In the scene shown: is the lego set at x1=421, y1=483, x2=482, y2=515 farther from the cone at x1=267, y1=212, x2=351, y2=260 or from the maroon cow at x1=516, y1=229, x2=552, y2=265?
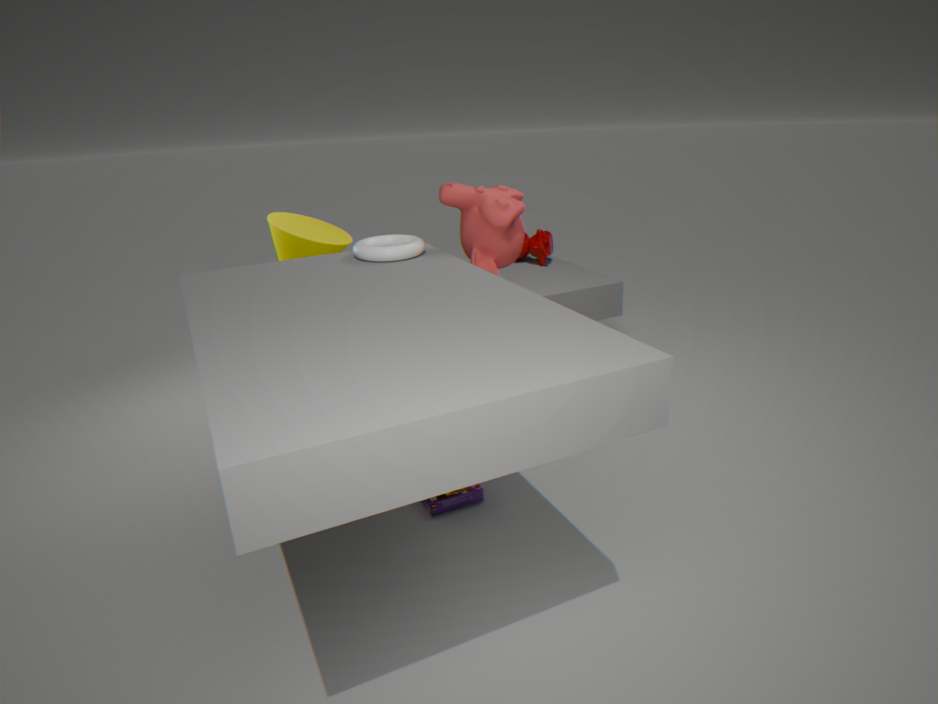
the maroon cow at x1=516, y1=229, x2=552, y2=265
